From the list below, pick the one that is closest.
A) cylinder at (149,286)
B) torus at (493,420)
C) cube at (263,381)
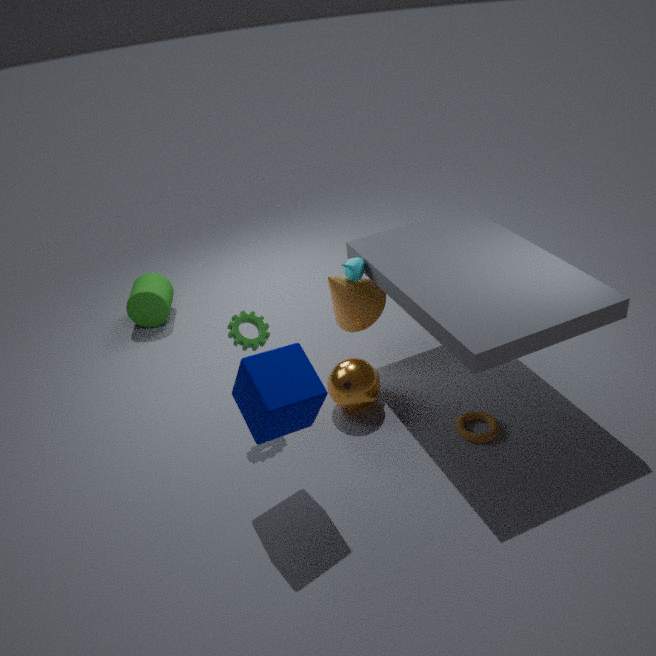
cube at (263,381)
